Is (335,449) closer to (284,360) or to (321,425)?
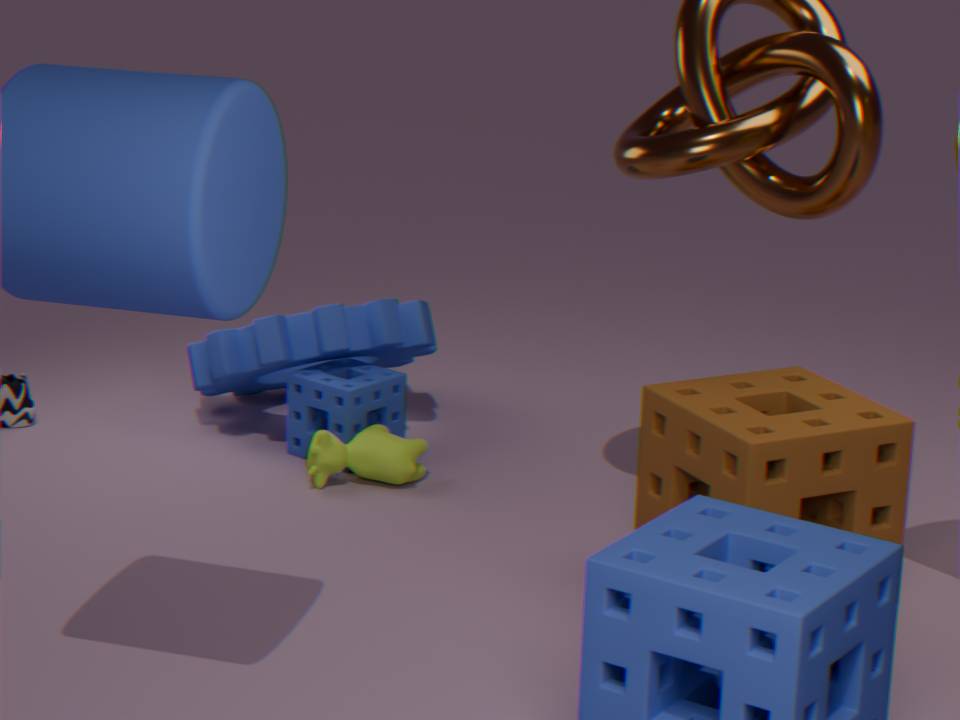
(321,425)
